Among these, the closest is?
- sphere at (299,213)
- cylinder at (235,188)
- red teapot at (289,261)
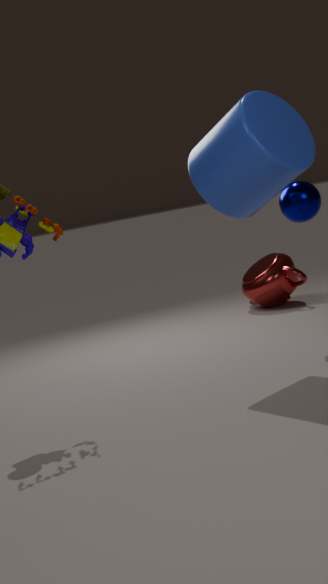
cylinder at (235,188)
